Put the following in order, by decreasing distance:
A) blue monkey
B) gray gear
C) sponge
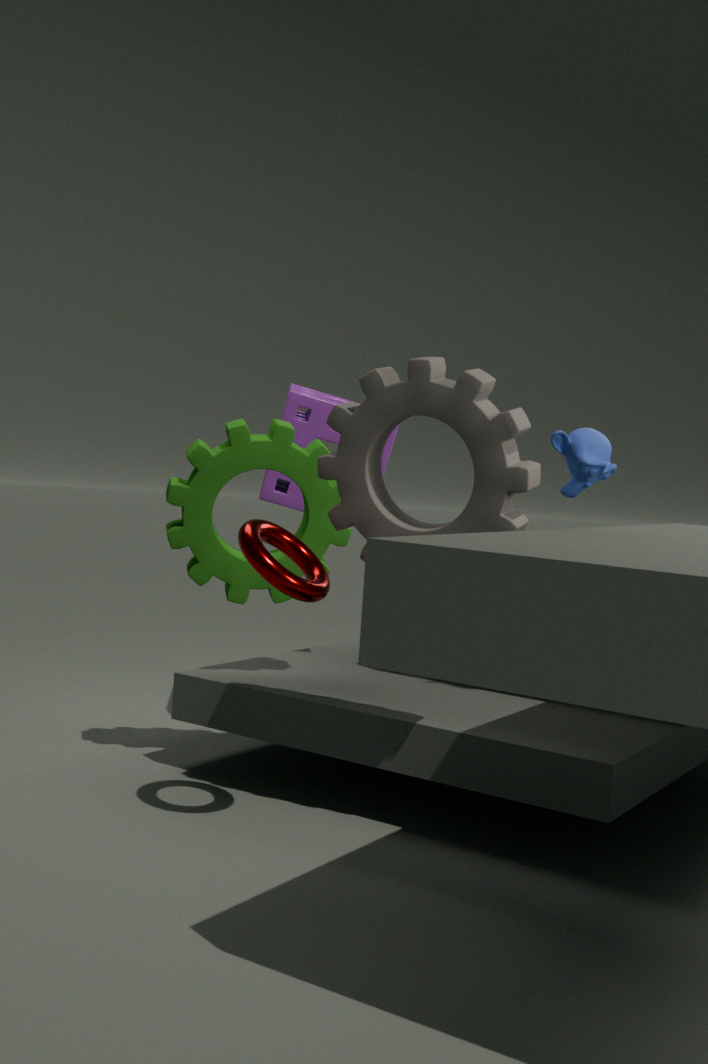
sponge, blue monkey, gray gear
